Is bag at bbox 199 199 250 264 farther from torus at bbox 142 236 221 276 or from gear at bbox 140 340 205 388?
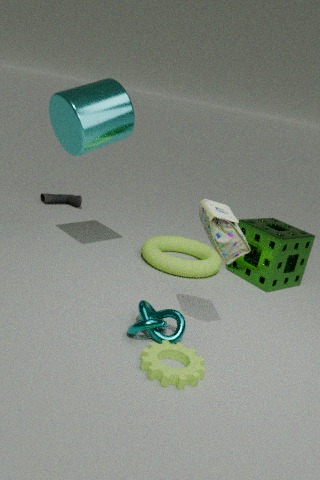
torus at bbox 142 236 221 276
